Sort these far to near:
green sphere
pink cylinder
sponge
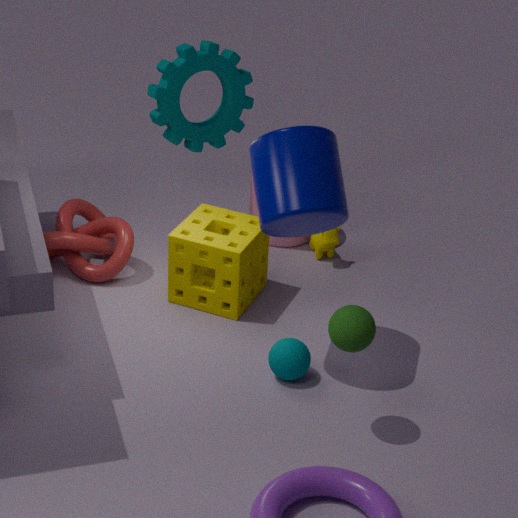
1. pink cylinder
2. sponge
3. green sphere
